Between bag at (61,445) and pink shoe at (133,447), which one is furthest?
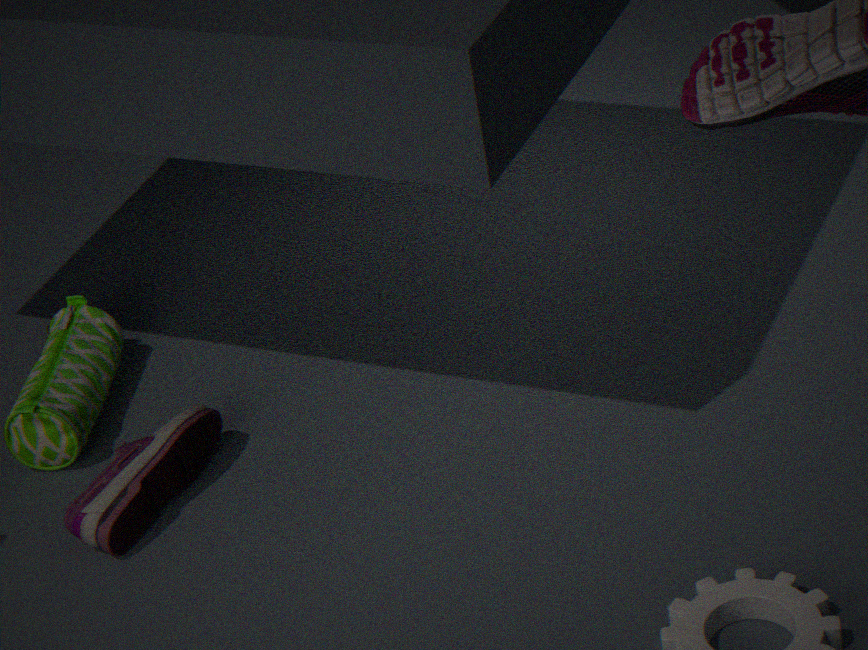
bag at (61,445)
